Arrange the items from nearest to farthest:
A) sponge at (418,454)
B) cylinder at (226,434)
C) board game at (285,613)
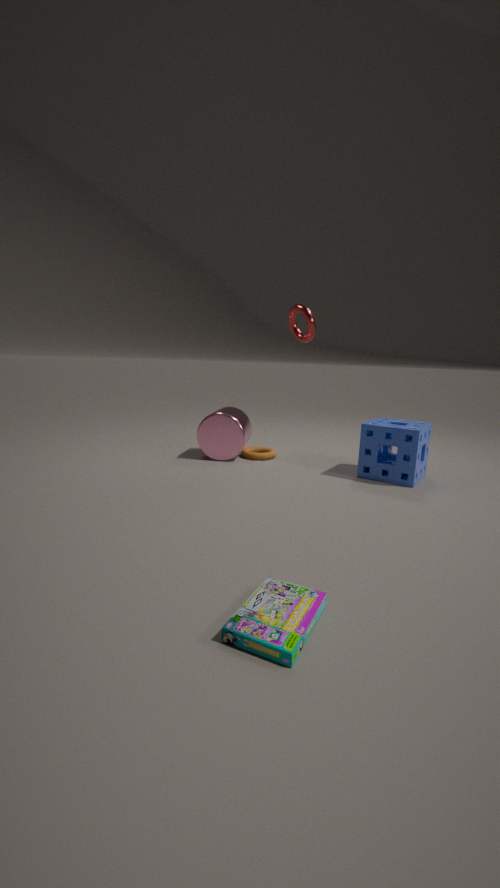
board game at (285,613)
sponge at (418,454)
cylinder at (226,434)
